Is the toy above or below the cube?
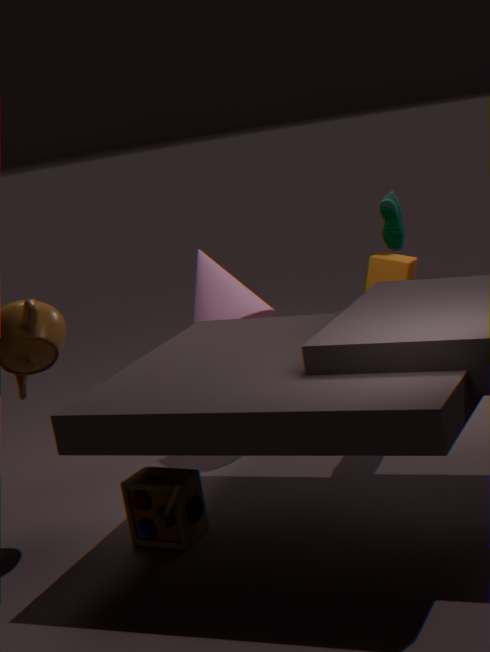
below
